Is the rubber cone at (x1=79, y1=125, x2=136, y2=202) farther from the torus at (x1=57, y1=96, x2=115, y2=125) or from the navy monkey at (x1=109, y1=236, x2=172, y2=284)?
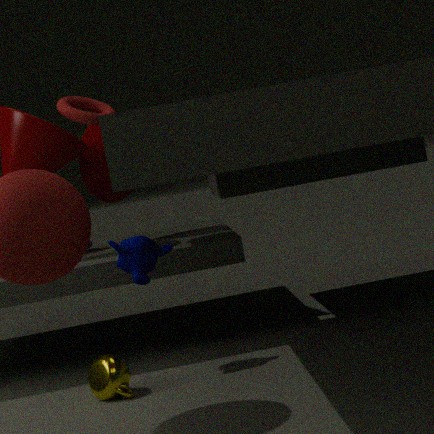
the navy monkey at (x1=109, y1=236, x2=172, y2=284)
